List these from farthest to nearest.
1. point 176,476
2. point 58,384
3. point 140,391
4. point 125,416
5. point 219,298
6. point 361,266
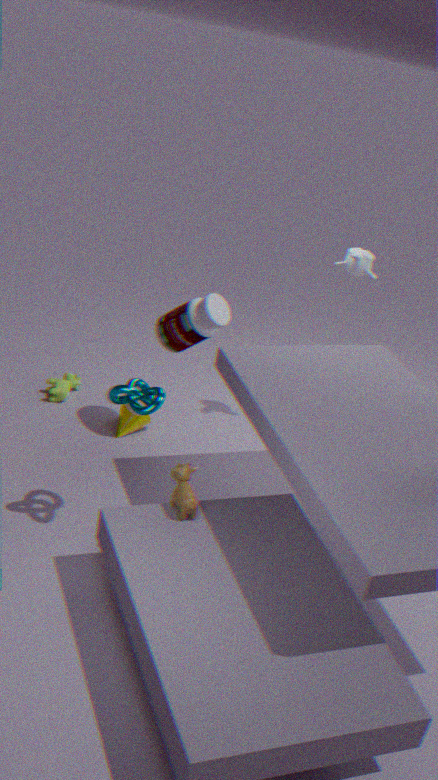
point 58,384 → point 125,416 → point 361,266 → point 219,298 → point 176,476 → point 140,391
